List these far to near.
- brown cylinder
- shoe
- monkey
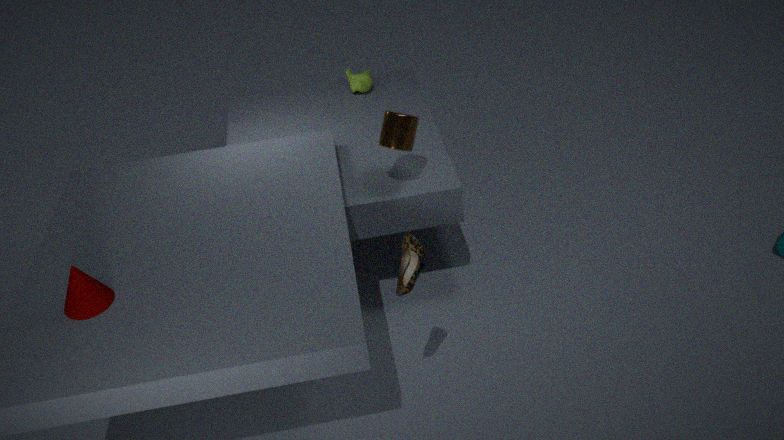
monkey < brown cylinder < shoe
